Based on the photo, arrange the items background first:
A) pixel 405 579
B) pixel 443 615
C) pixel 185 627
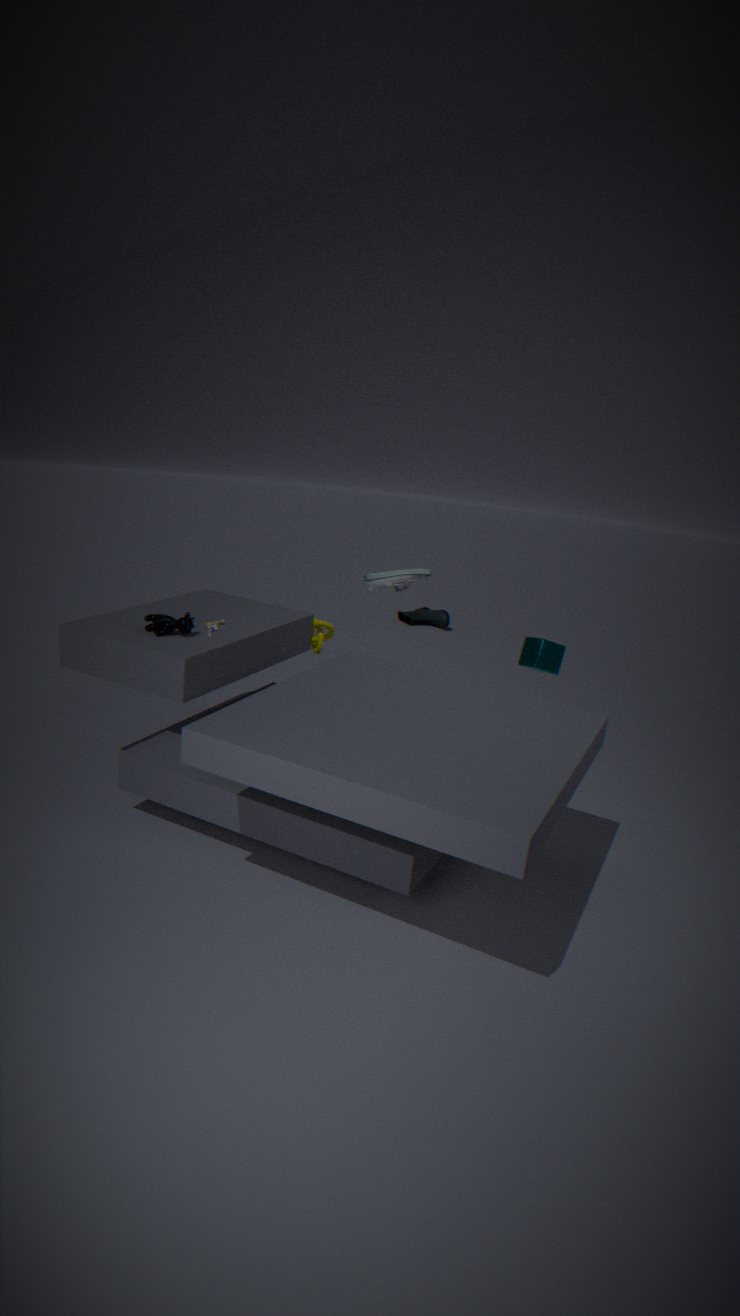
pixel 443 615
pixel 405 579
pixel 185 627
